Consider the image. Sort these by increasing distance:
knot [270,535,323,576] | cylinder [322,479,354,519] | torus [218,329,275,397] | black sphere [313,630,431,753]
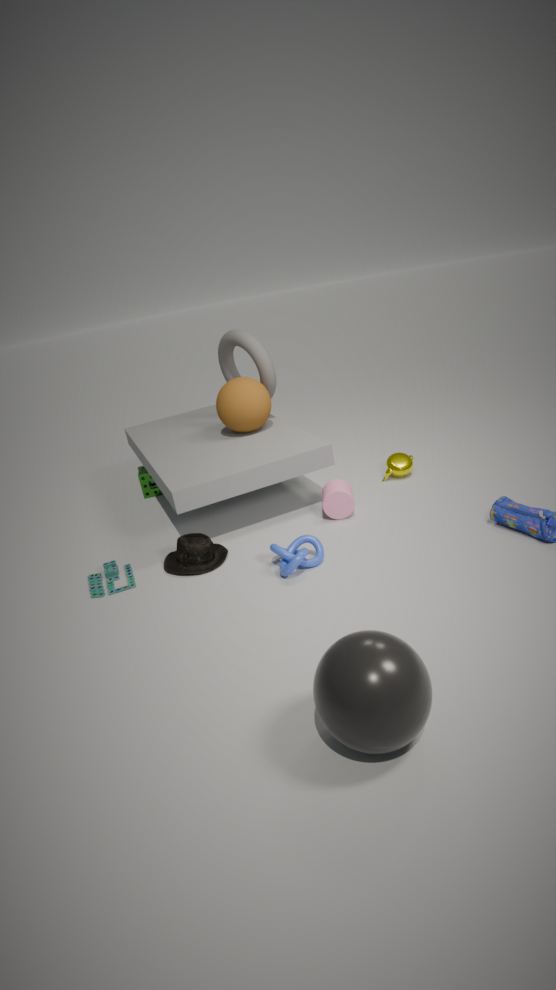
1. black sphere [313,630,431,753]
2. knot [270,535,323,576]
3. cylinder [322,479,354,519]
4. torus [218,329,275,397]
